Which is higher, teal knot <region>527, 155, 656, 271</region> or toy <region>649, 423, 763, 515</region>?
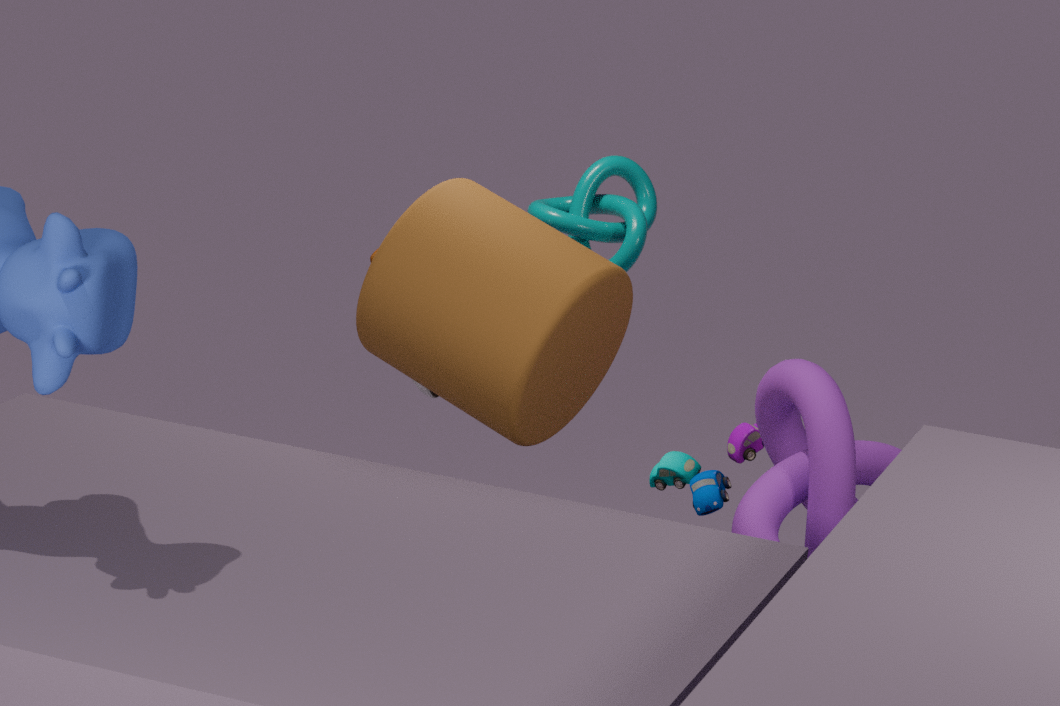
teal knot <region>527, 155, 656, 271</region>
